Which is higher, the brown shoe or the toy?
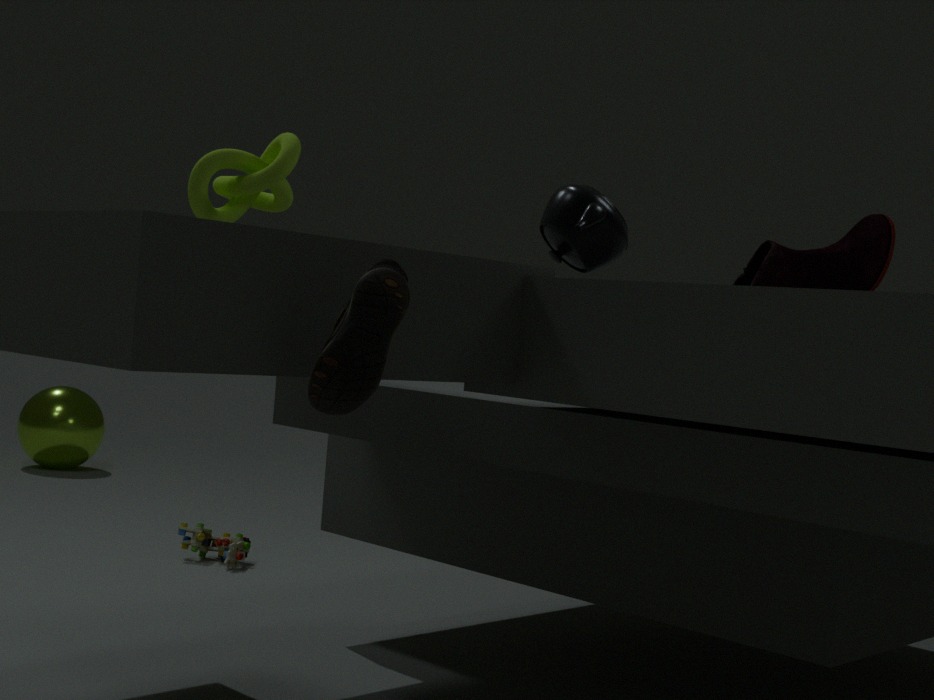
the brown shoe
